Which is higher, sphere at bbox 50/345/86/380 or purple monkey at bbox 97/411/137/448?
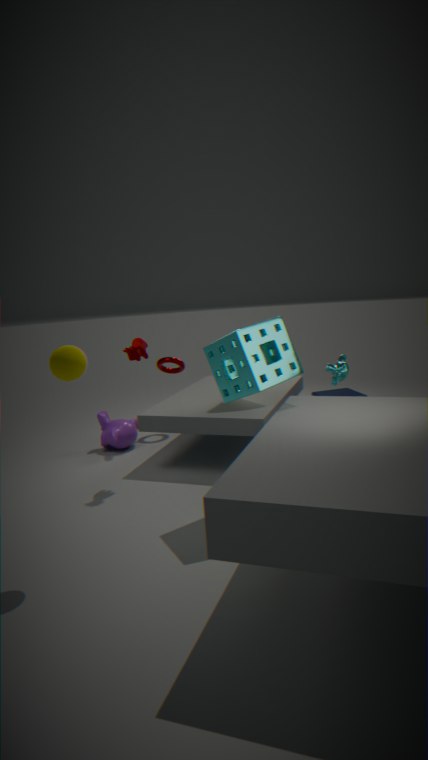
sphere at bbox 50/345/86/380
